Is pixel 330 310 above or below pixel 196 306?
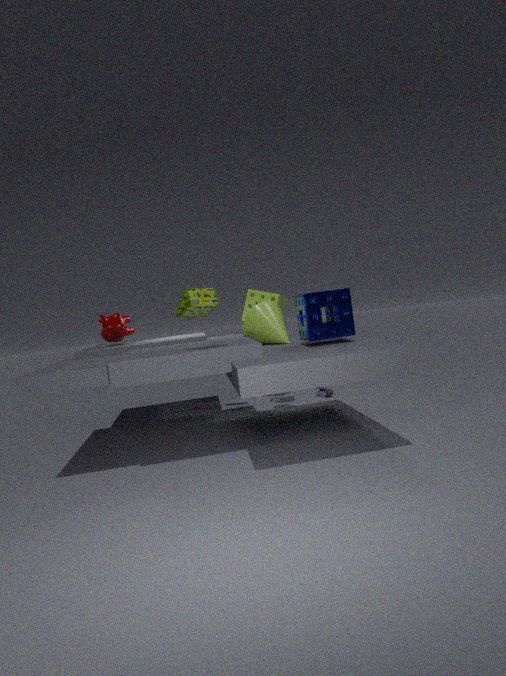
below
